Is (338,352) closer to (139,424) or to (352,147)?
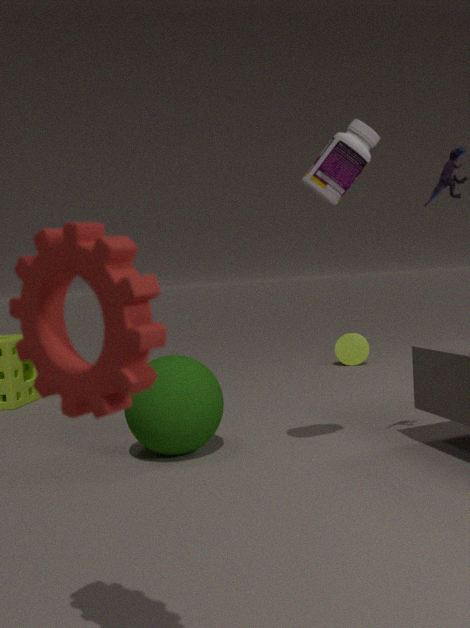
(139,424)
